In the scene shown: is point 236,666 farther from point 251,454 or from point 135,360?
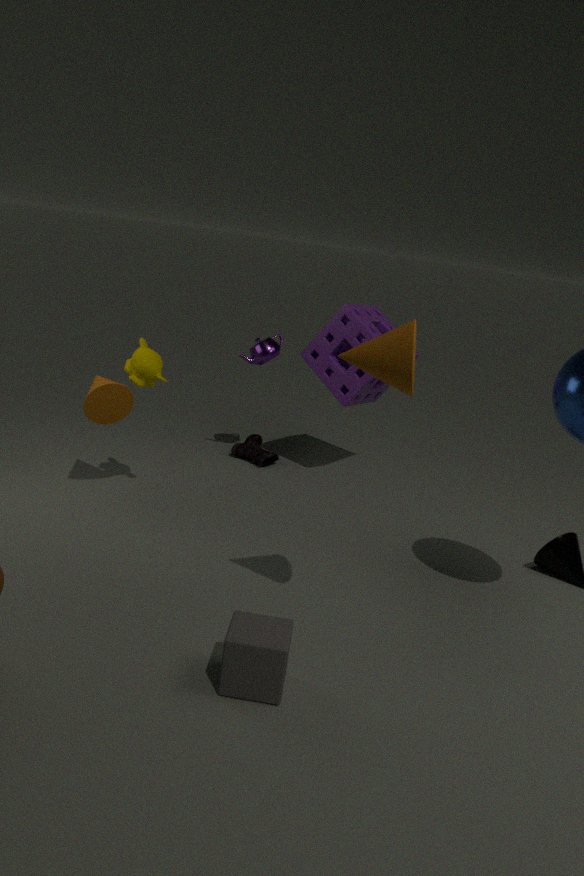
point 251,454
